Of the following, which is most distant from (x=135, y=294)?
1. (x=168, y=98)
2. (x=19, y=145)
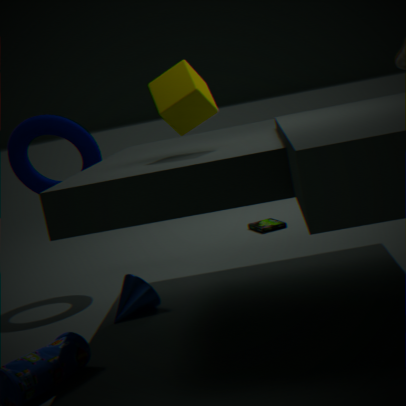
(x=19, y=145)
